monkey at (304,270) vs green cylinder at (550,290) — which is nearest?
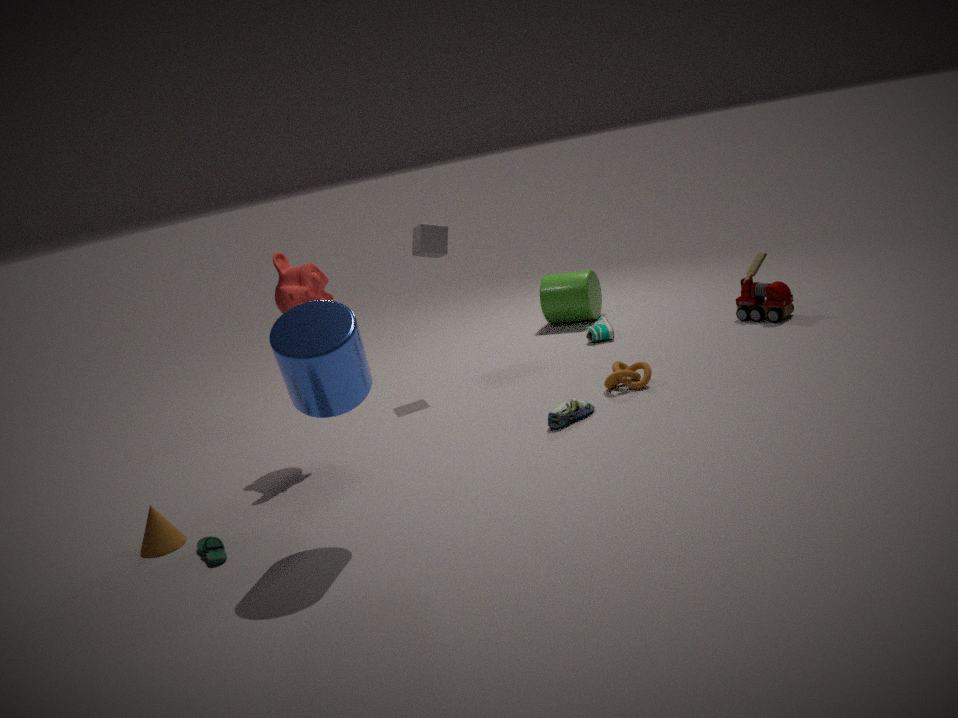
monkey at (304,270)
